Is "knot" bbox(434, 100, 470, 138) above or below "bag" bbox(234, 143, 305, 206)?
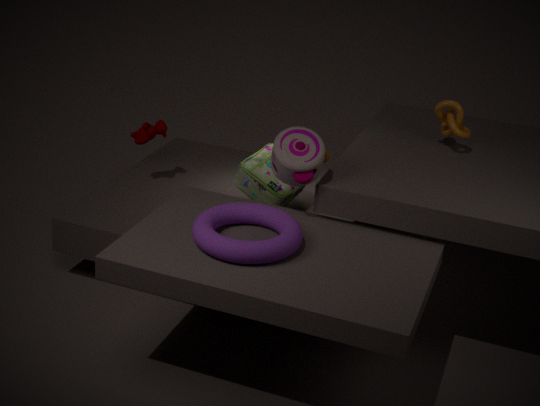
above
